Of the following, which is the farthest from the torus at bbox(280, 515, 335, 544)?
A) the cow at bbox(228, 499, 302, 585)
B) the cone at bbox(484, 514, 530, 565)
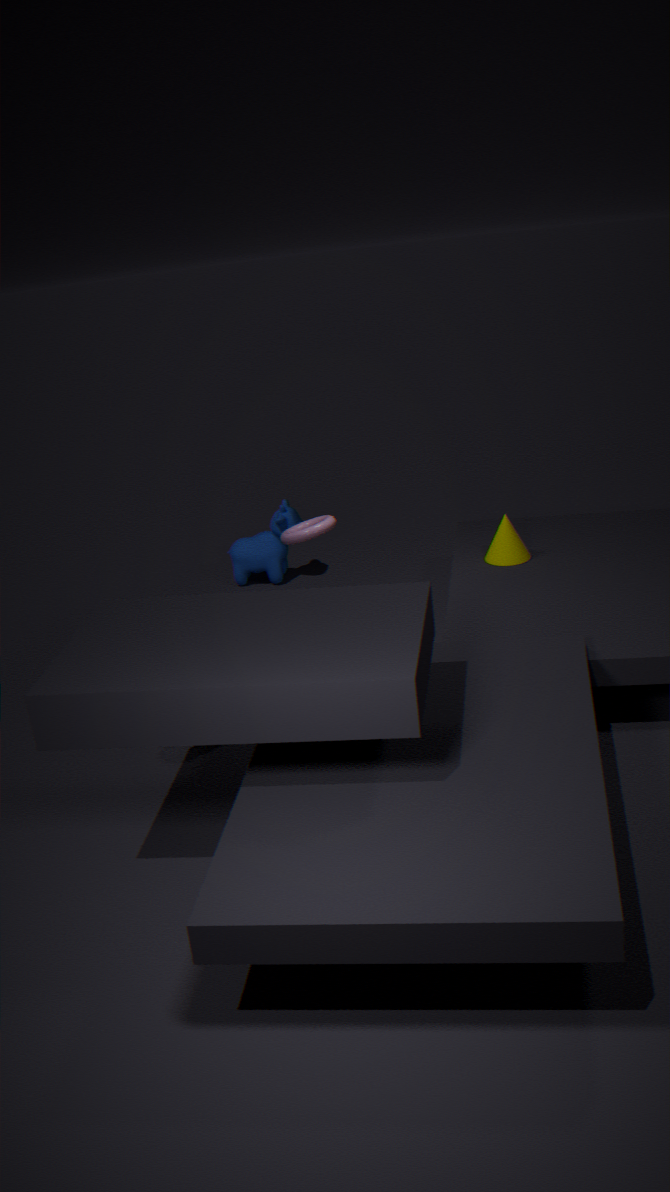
the cow at bbox(228, 499, 302, 585)
